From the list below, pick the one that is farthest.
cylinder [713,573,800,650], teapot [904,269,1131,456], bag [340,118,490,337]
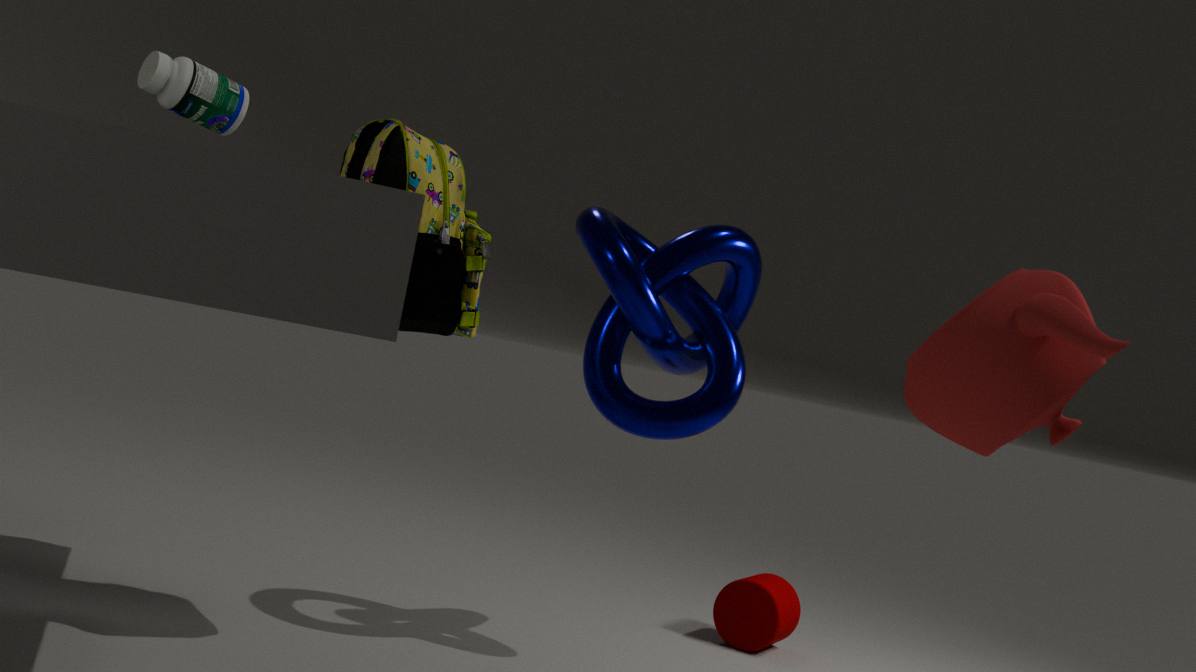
cylinder [713,573,800,650]
